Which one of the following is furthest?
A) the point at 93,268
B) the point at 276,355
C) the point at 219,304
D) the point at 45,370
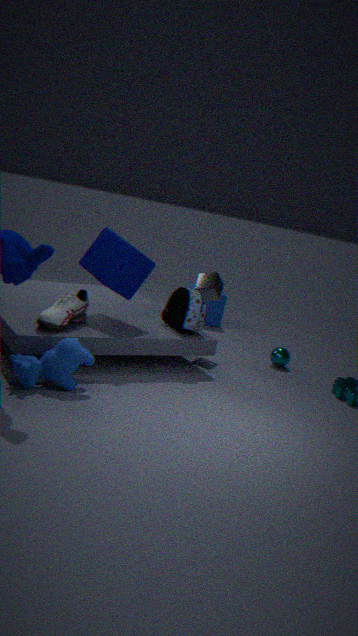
the point at 219,304
